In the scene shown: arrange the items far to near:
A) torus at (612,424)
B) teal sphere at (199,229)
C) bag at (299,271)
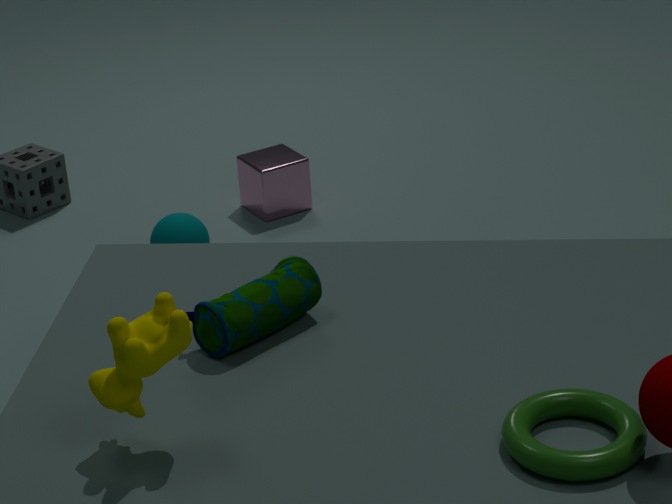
teal sphere at (199,229)
bag at (299,271)
torus at (612,424)
